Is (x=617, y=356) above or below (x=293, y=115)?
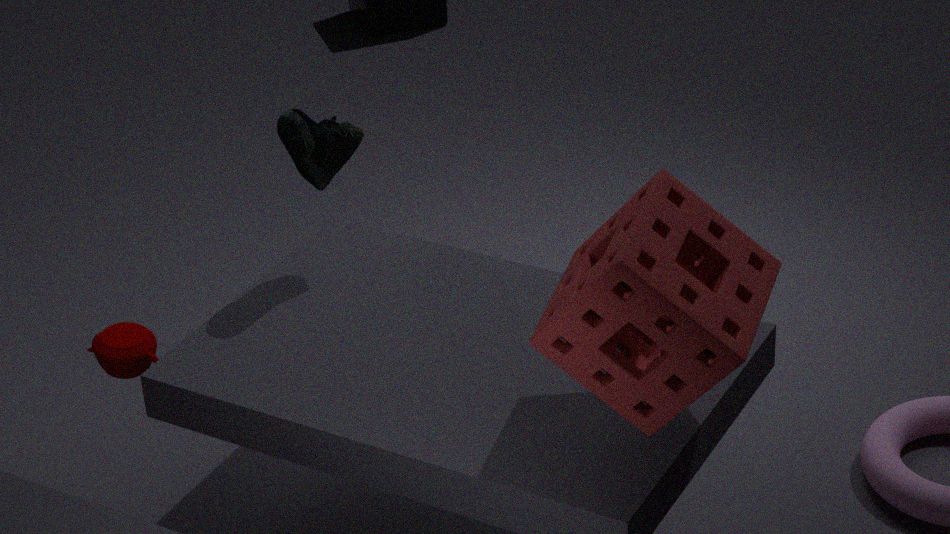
below
